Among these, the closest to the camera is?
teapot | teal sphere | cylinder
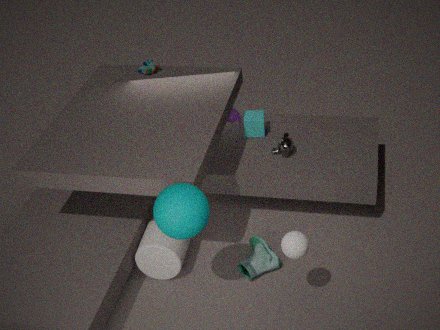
teal sphere
